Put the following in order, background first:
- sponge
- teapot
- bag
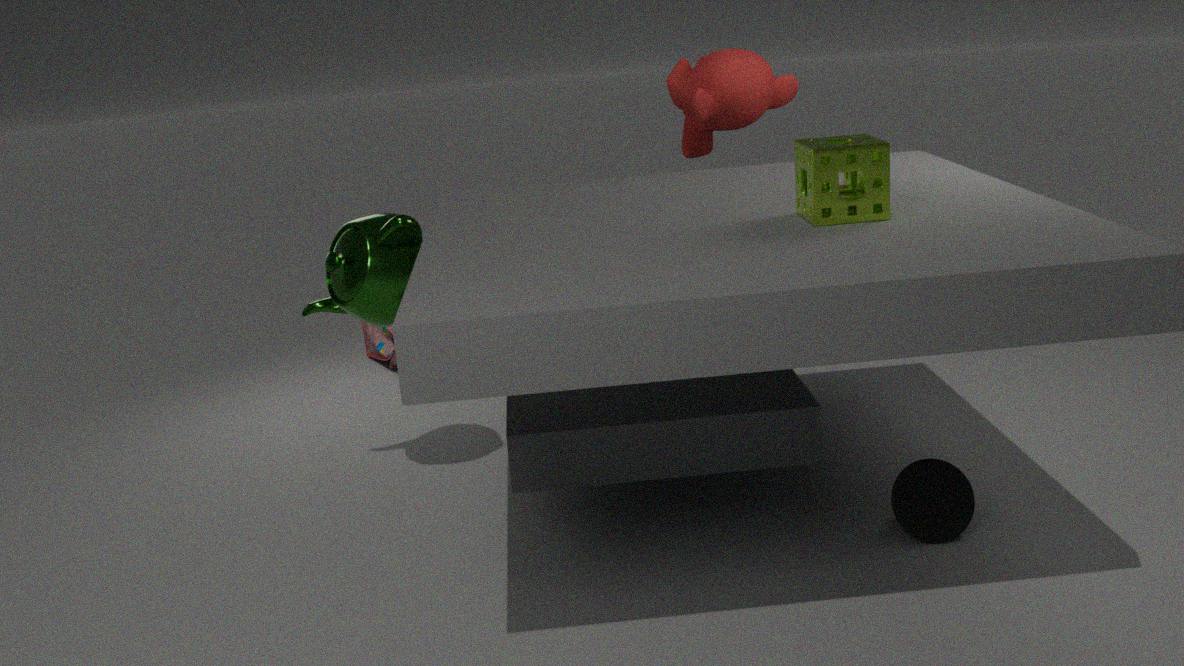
1. bag
2. teapot
3. sponge
